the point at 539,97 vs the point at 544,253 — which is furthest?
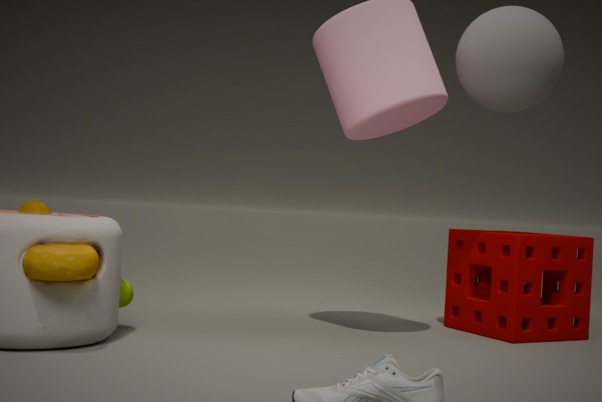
the point at 544,253
